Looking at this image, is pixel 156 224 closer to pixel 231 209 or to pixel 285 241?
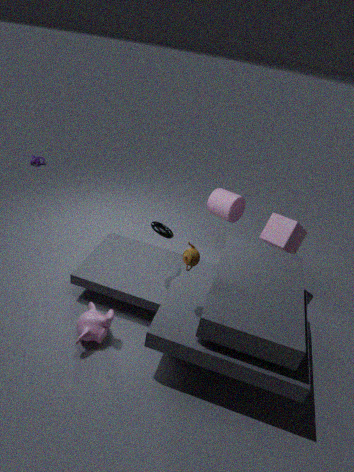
pixel 231 209
